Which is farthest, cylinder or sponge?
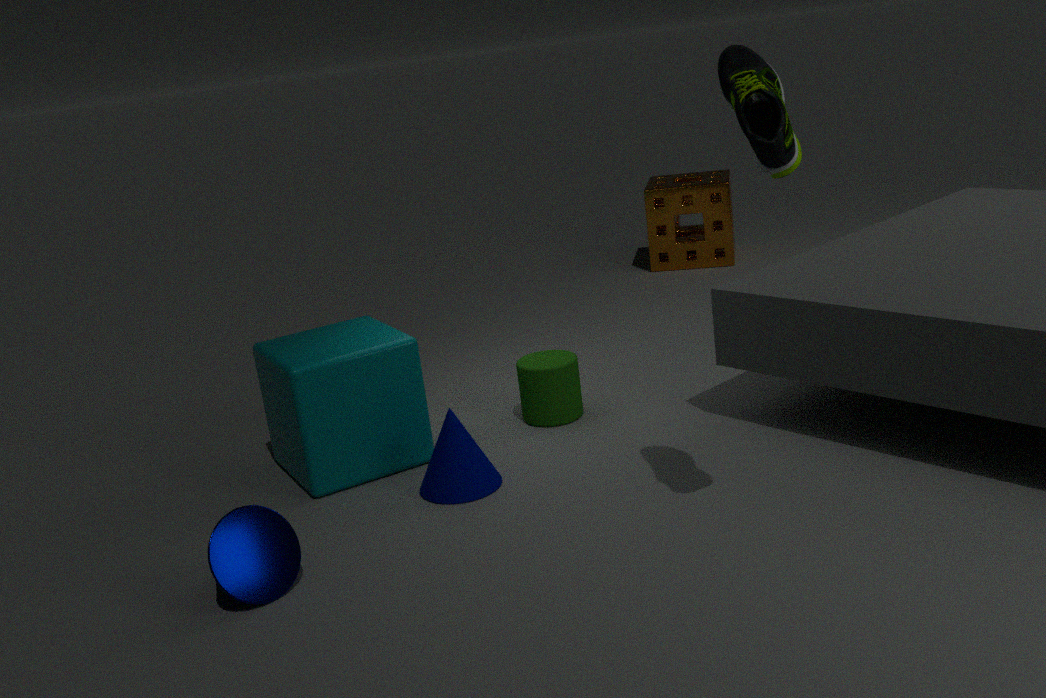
sponge
